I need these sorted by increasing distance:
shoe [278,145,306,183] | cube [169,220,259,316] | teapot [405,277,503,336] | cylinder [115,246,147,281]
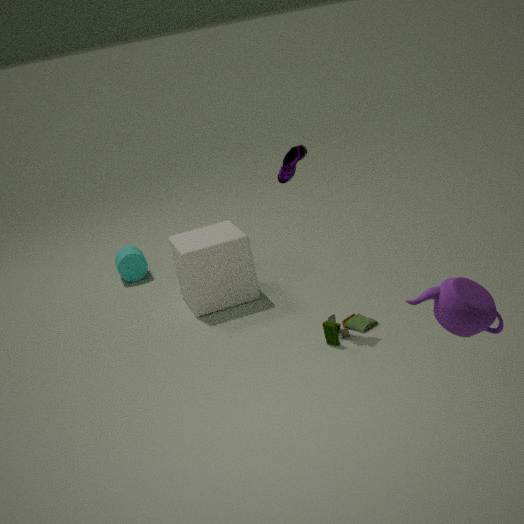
teapot [405,277,503,336] → shoe [278,145,306,183] → cube [169,220,259,316] → cylinder [115,246,147,281]
